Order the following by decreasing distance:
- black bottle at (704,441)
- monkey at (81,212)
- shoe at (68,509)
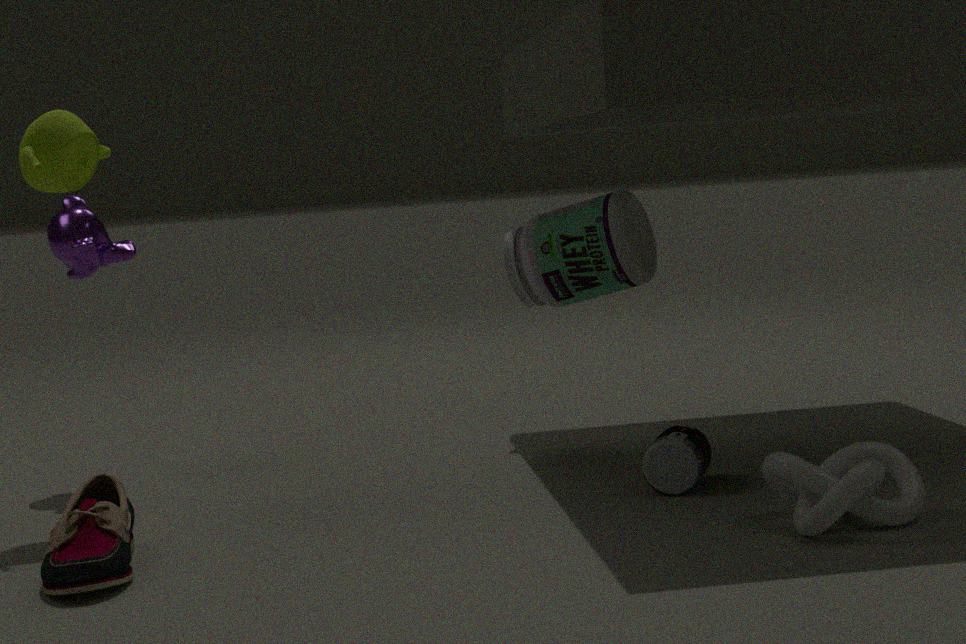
monkey at (81,212), black bottle at (704,441), shoe at (68,509)
